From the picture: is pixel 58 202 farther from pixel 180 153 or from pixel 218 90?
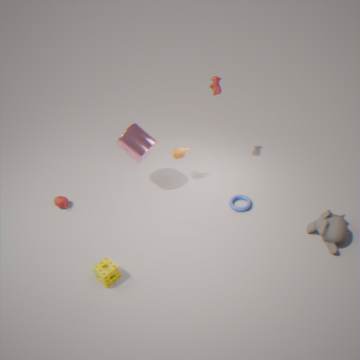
pixel 218 90
